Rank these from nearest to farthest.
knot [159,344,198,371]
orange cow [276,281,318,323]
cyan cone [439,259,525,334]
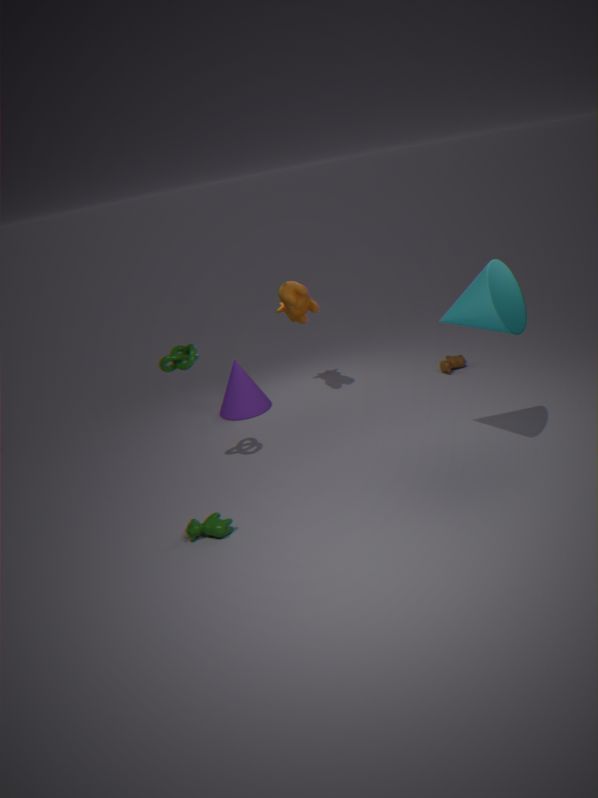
cyan cone [439,259,525,334]
knot [159,344,198,371]
orange cow [276,281,318,323]
